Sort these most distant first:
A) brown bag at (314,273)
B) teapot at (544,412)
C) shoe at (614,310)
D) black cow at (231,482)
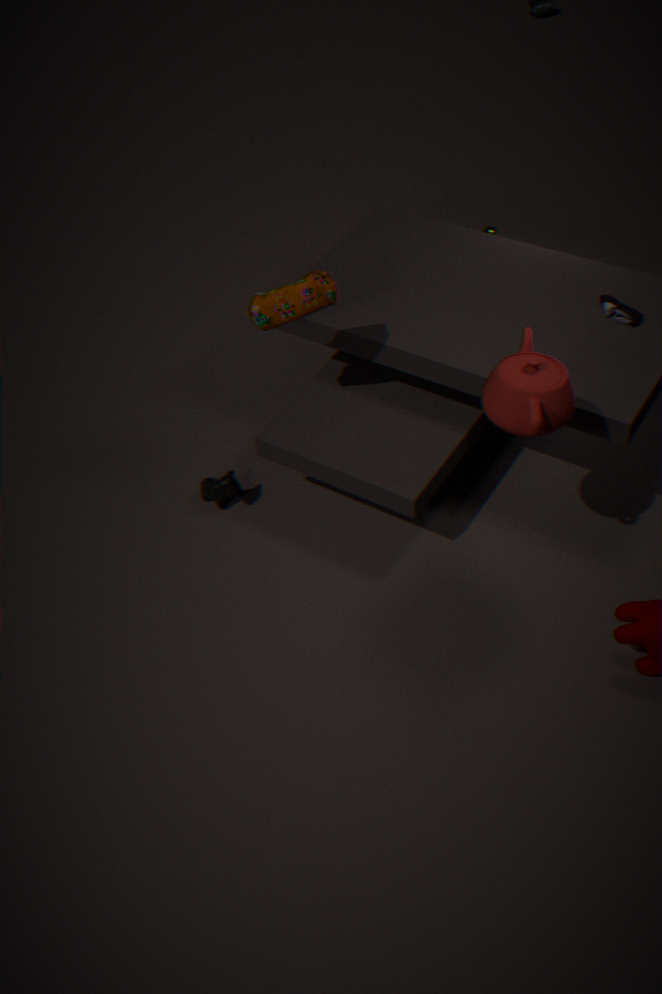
black cow at (231,482) < shoe at (614,310) < brown bag at (314,273) < teapot at (544,412)
